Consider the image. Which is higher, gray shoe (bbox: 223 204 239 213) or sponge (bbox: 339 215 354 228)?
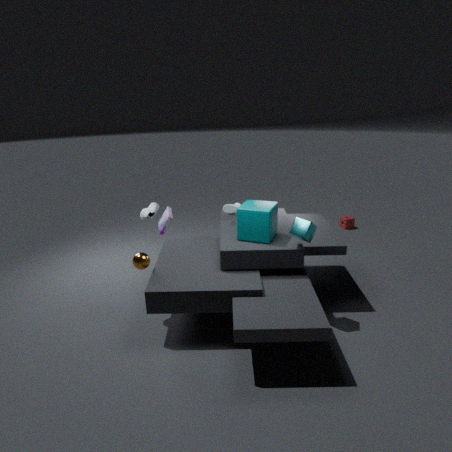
gray shoe (bbox: 223 204 239 213)
